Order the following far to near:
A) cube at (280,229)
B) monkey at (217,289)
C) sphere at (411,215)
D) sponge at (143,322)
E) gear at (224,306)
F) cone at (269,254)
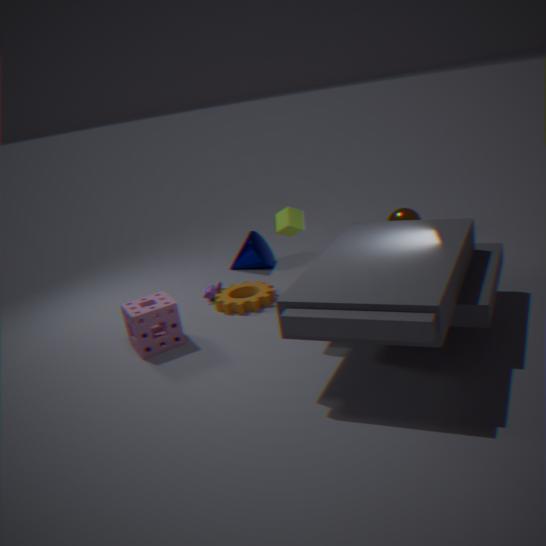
sphere at (411,215) < cone at (269,254) < monkey at (217,289) < gear at (224,306) < cube at (280,229) < sponge at (143,322)
